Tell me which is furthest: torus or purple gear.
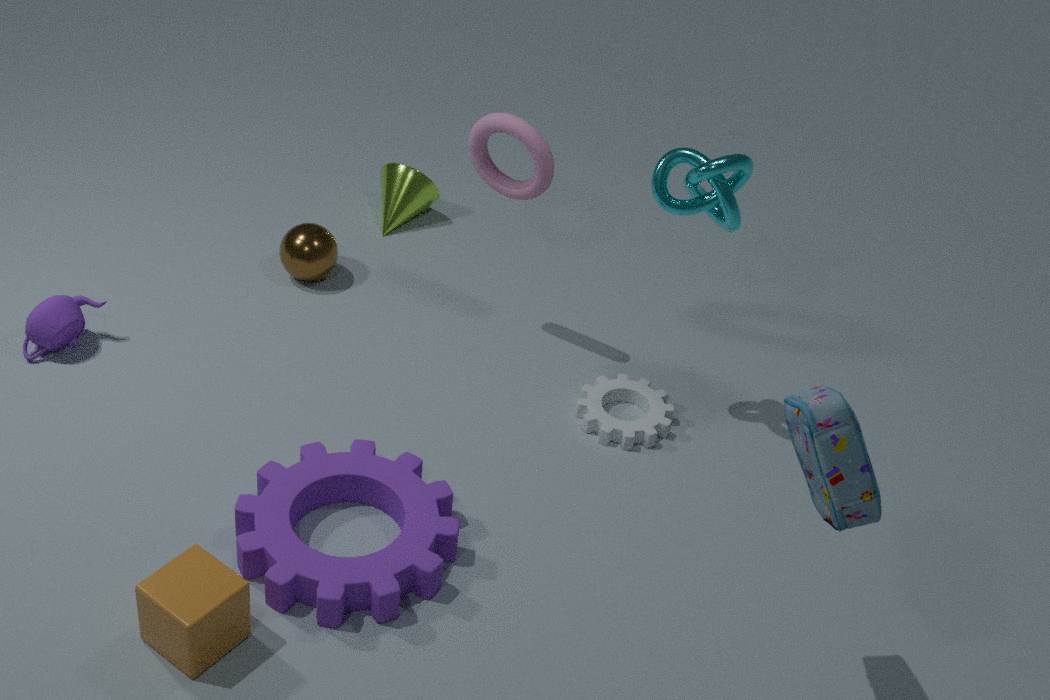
torus
